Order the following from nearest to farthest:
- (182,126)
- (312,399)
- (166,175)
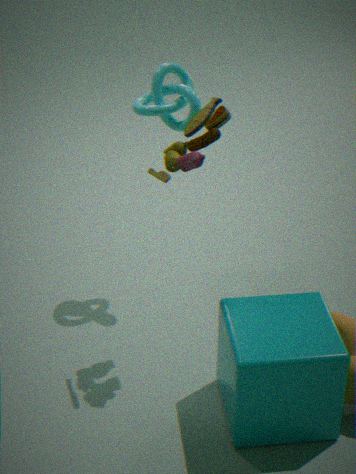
(312,399), (166,175), (182,126)
